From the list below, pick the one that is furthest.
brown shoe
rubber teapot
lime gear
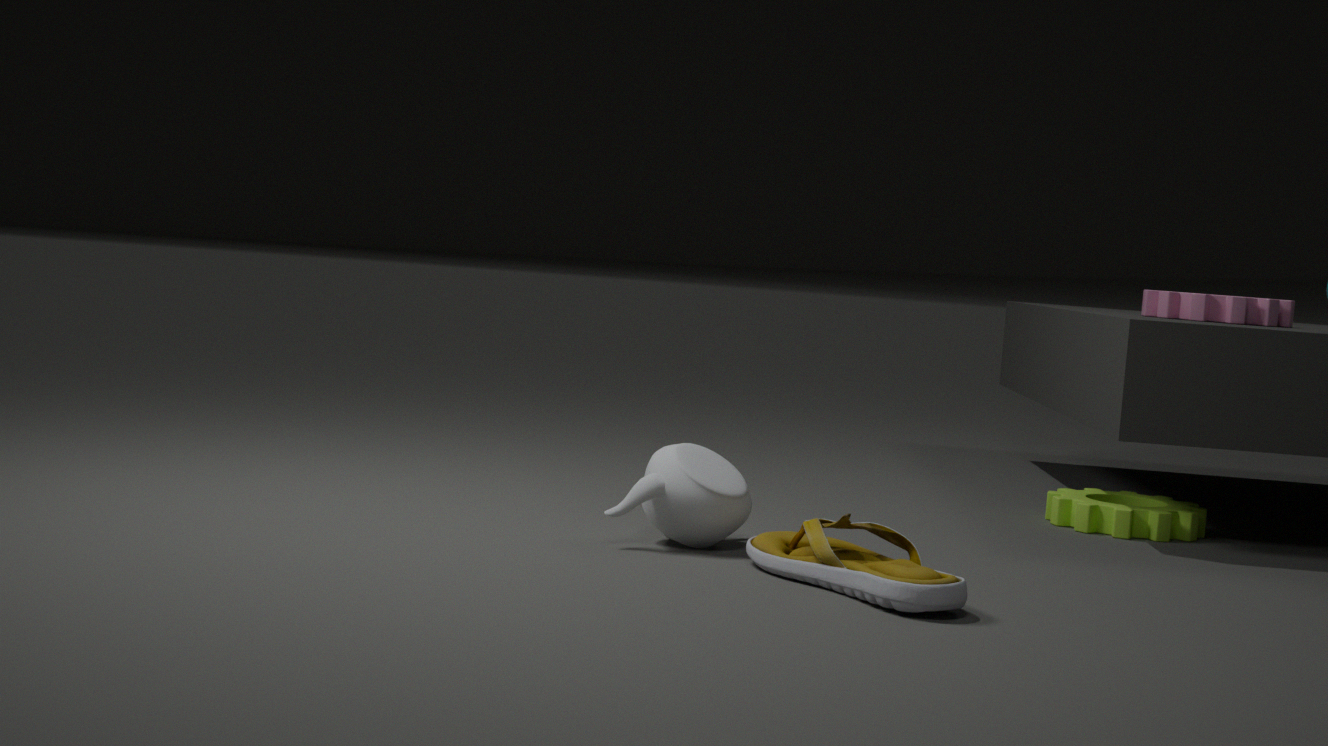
lime gear
